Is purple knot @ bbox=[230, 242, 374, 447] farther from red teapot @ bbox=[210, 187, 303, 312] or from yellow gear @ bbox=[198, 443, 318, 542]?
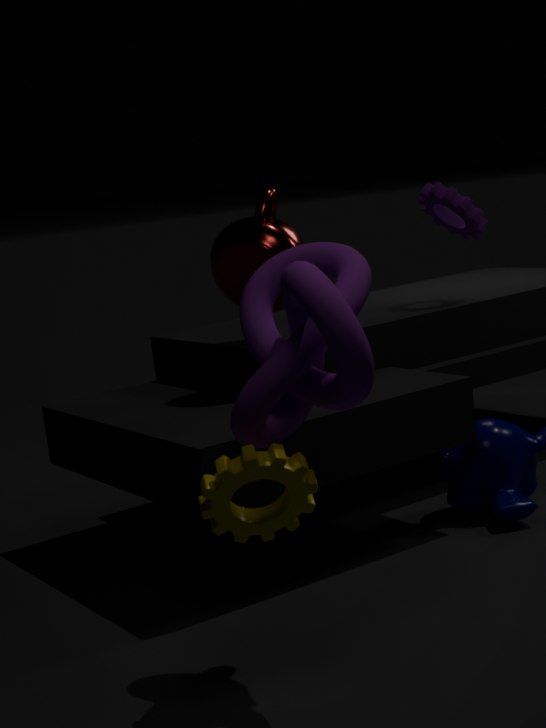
red teapot @ bbox=[210, 187, 303, 312]
